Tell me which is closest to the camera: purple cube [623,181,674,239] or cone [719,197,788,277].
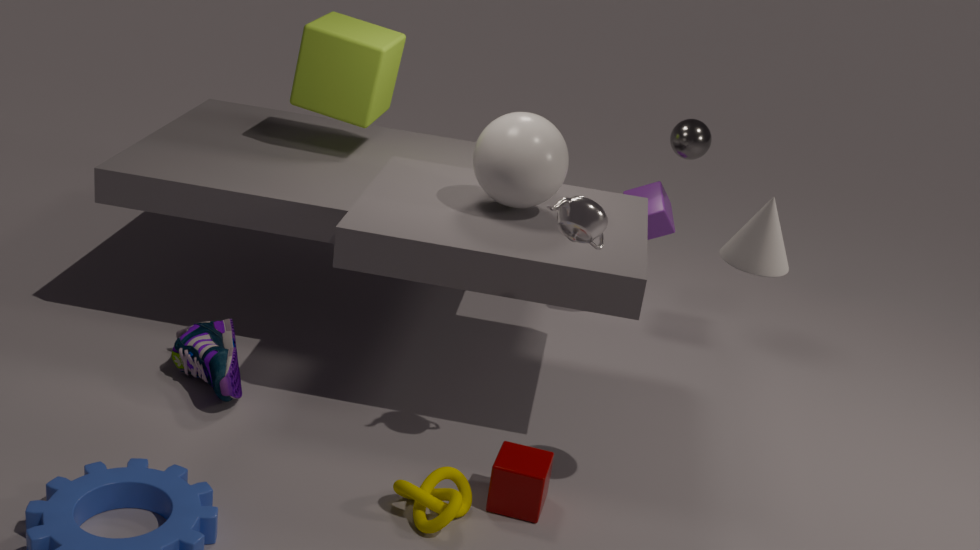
cone [719,197,788,277]
